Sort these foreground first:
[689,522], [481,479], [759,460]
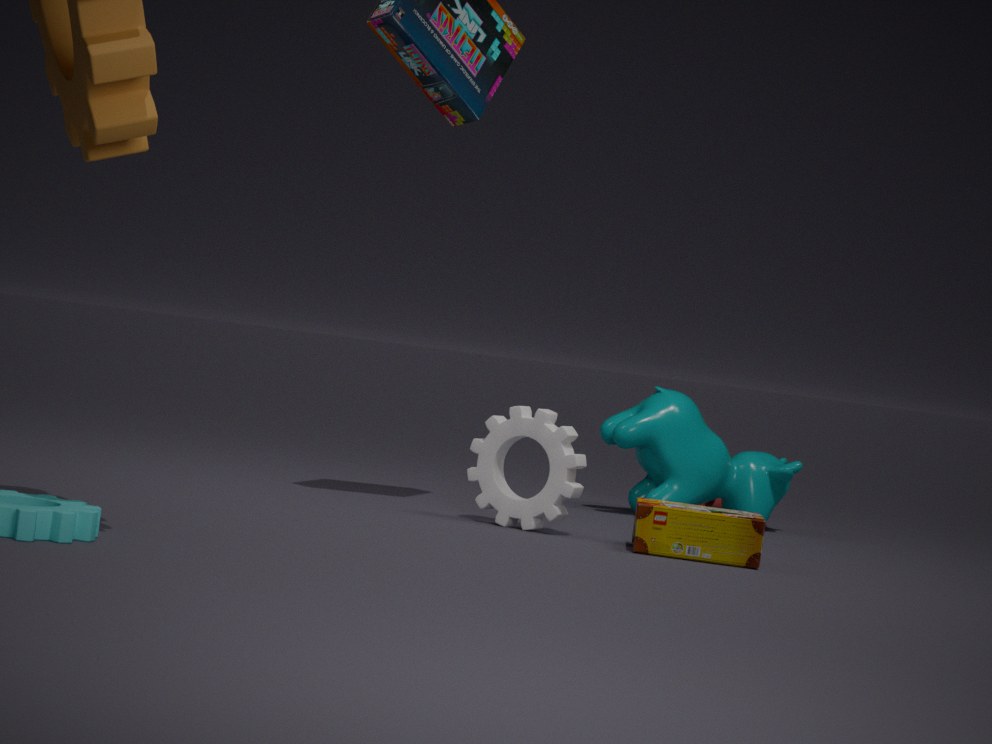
[689,522] → [481,479] → [759,460]
